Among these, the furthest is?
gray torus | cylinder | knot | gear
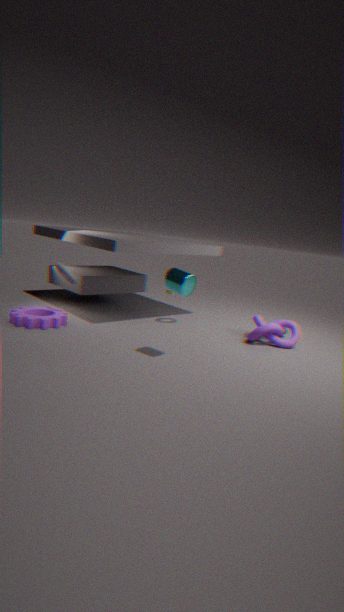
knot
